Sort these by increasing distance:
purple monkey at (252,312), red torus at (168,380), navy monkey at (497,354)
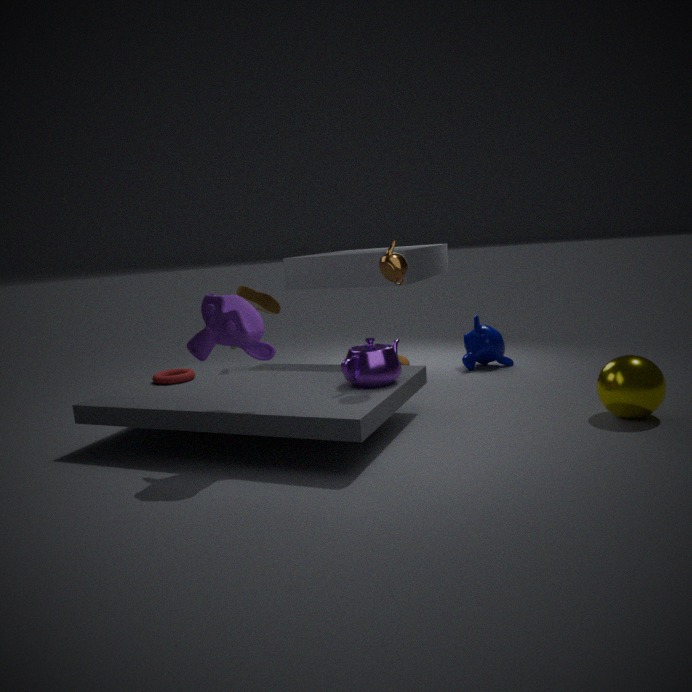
purple monkey at (252,312) → red torus at (168,380) → navy monkey at (497,354)
